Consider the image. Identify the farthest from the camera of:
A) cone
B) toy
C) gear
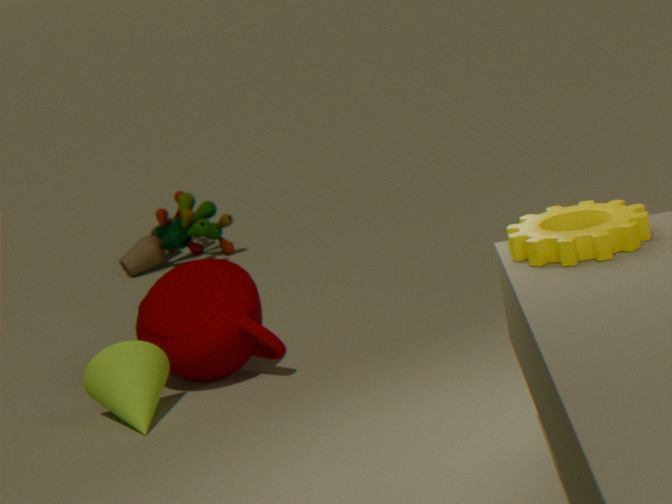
toy
